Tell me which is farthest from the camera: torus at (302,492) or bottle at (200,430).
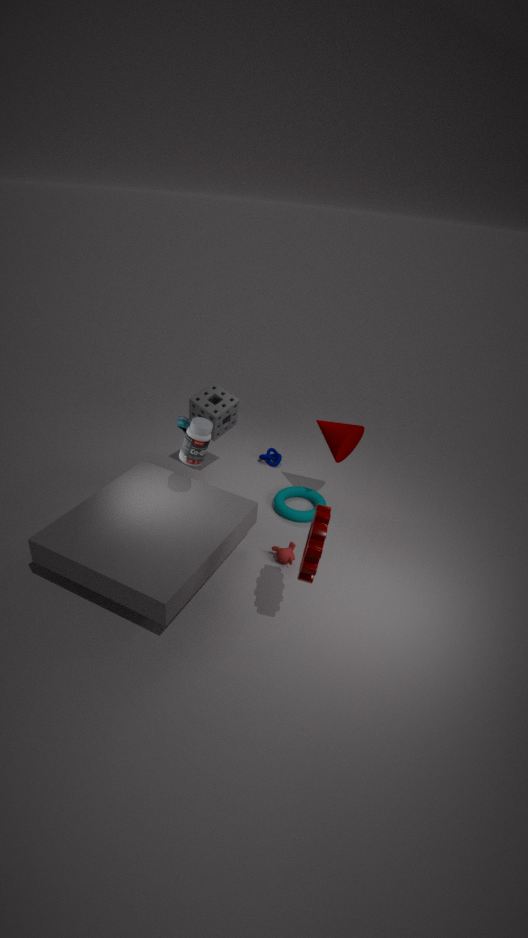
torus at (302,492)
